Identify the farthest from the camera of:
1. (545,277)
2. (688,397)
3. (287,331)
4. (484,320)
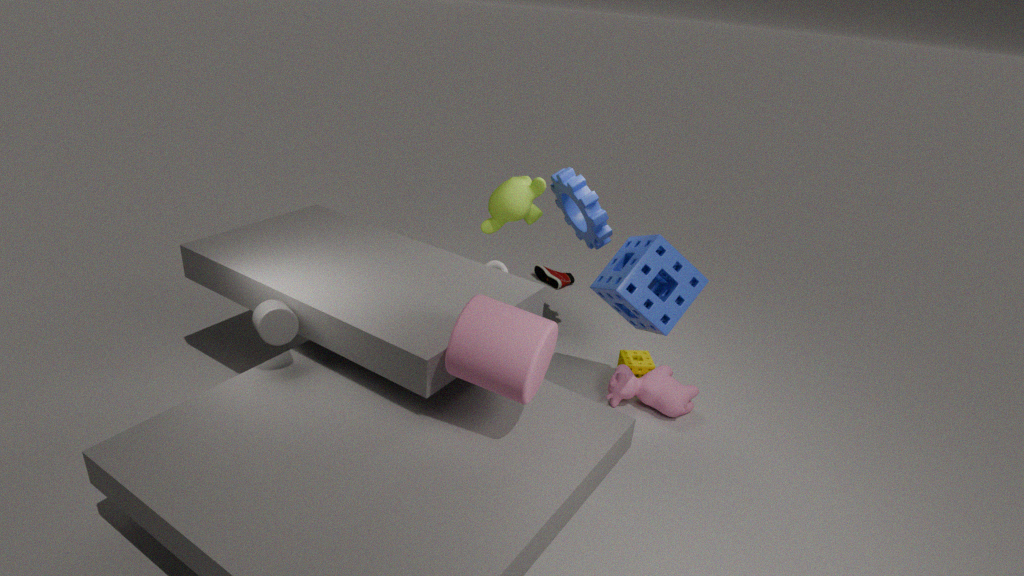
(545,277)
